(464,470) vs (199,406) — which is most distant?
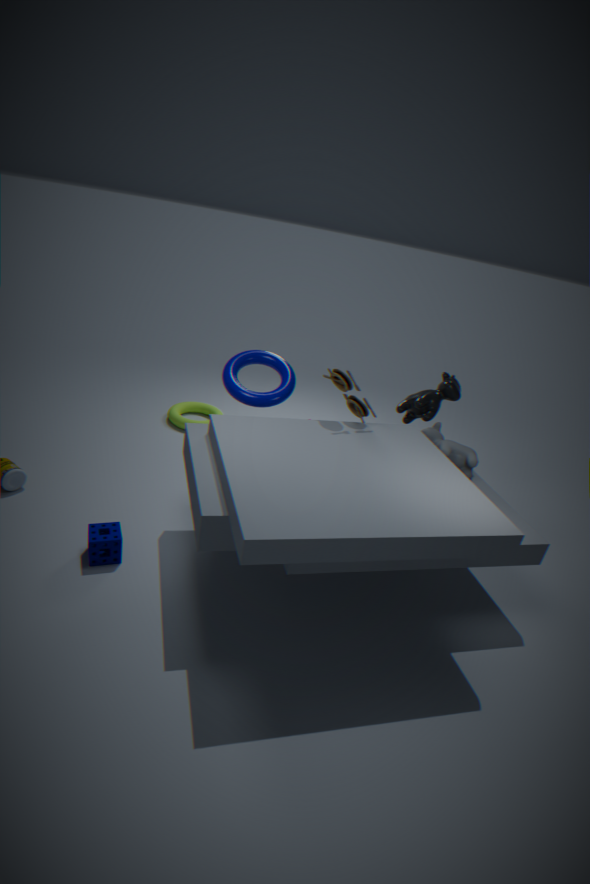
(199,406)
